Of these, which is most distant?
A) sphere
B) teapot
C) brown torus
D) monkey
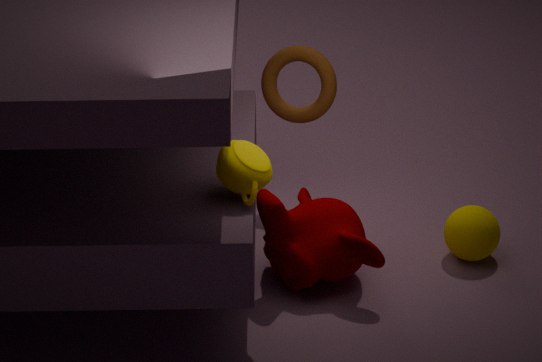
brown torus
